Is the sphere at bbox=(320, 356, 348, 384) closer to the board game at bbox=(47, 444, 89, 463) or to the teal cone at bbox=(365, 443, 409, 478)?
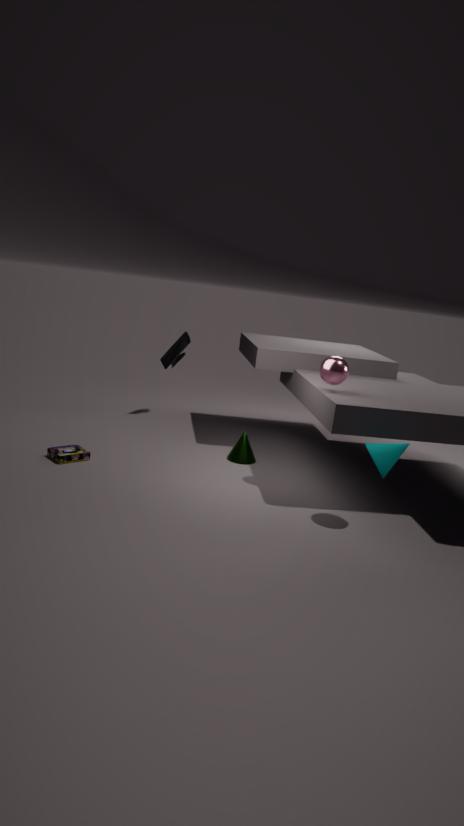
the teal cone at bbox=(365, 443, 409, 478)
